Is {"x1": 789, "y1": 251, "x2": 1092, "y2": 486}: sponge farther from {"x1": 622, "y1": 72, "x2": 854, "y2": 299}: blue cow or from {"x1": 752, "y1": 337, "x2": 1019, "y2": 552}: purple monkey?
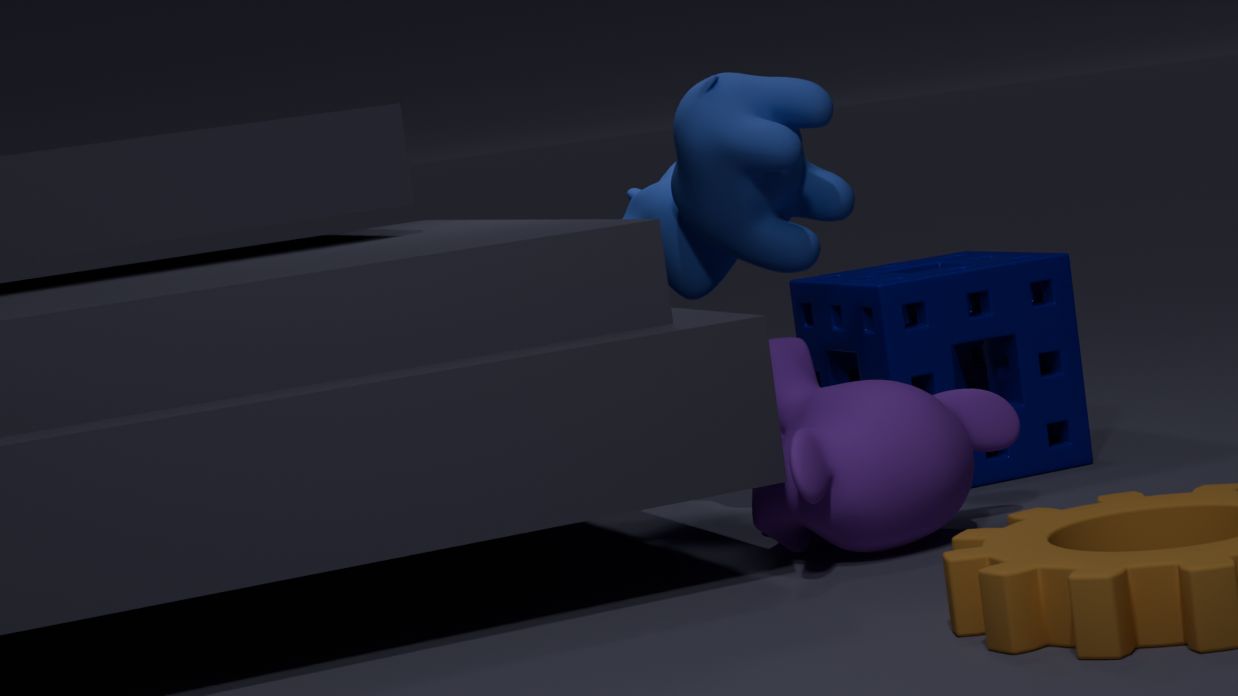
{"x1": 752, "y1": 337, "x2": 1019, "y2": 552}: purple monkey
